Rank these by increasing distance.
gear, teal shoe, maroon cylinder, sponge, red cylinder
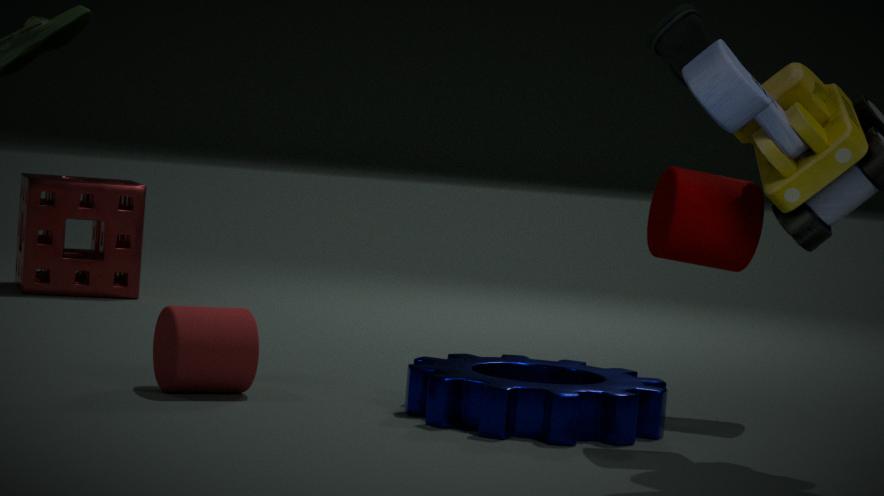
maroon cylinder
gear
red cylinder
teal shoe
sponge
